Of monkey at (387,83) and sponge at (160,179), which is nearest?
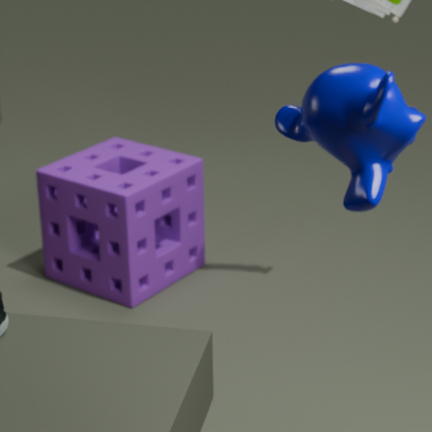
monkey at (387,83)
